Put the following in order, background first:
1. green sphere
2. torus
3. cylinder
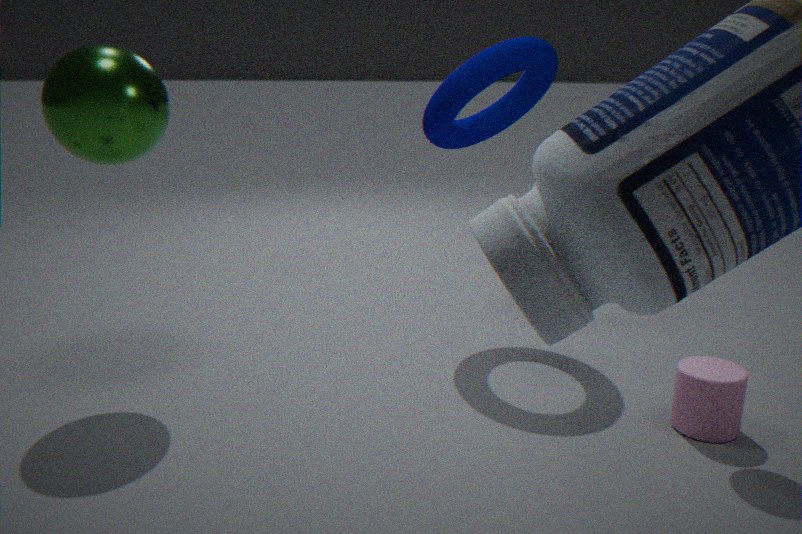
1. torus
2. green sphere
3. cylinder
